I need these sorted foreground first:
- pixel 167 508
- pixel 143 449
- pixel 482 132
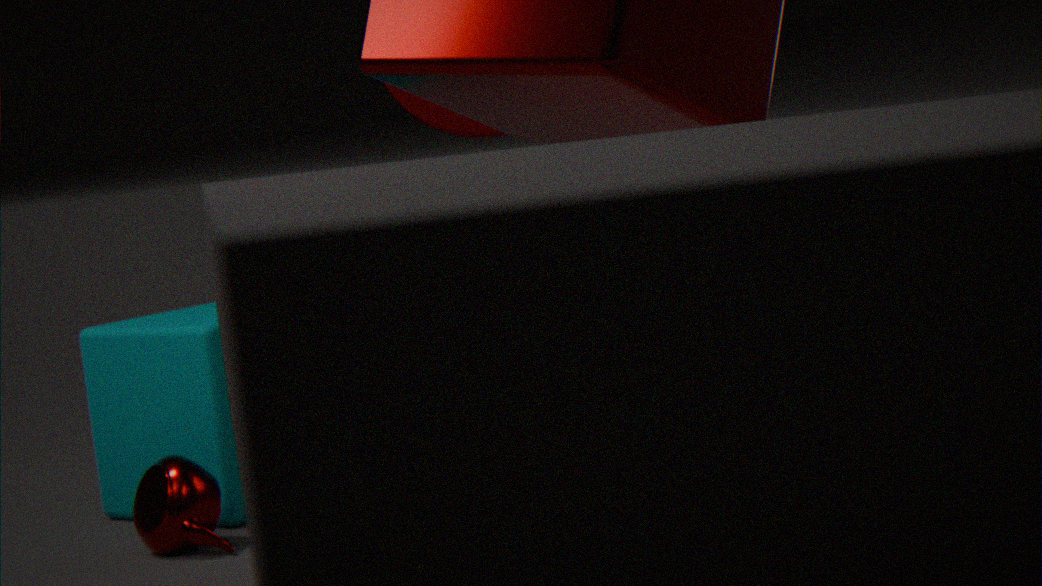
1. pixel 167 508
2. pixel 482 132
3. pixel 143 449
